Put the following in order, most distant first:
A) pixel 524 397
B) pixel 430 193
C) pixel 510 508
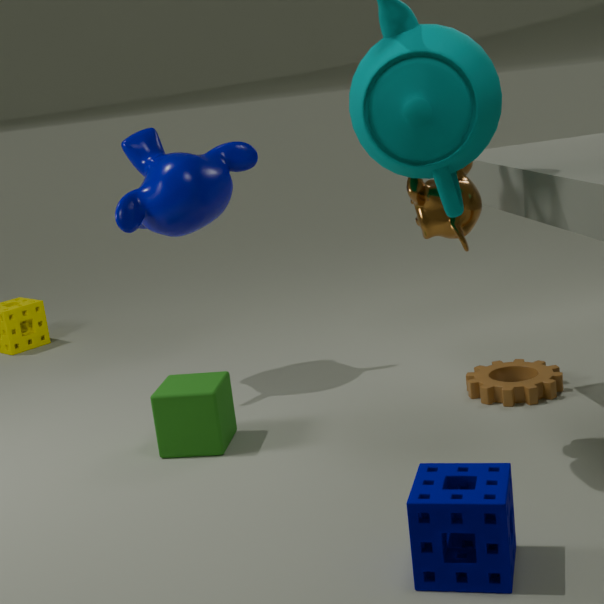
pixel 524 397 → pixel 430 193 → pixel 510 508
